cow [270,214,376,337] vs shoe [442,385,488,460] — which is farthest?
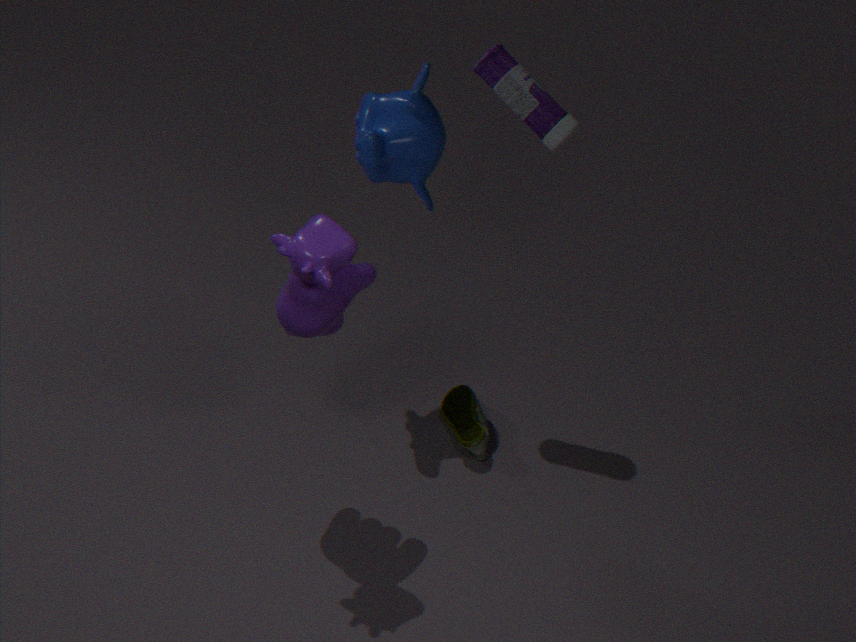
shoe [442,385,488,460]
